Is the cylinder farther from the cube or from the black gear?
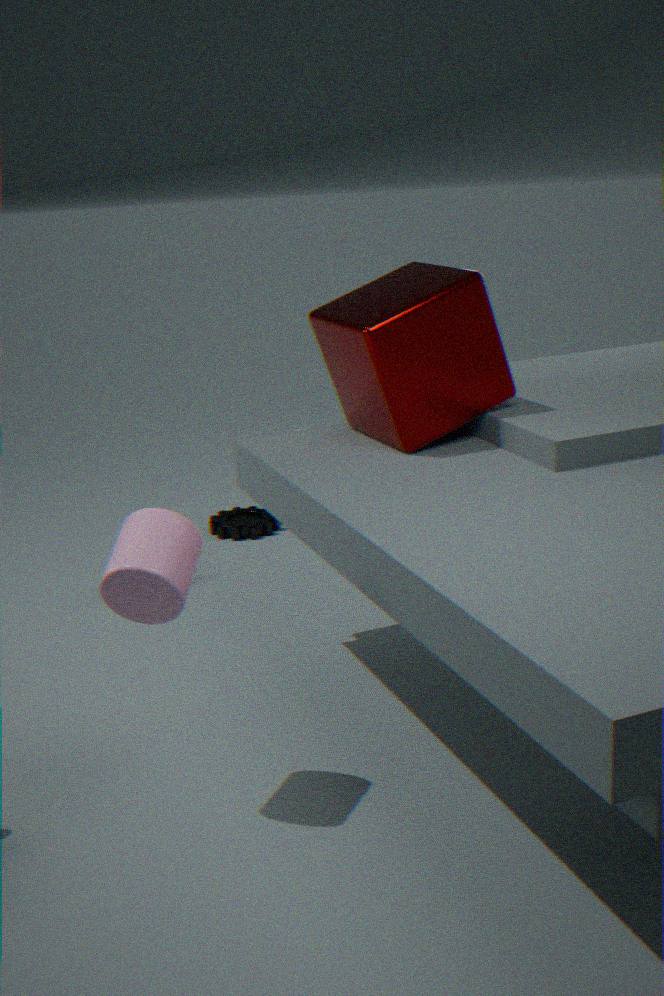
the black gear
